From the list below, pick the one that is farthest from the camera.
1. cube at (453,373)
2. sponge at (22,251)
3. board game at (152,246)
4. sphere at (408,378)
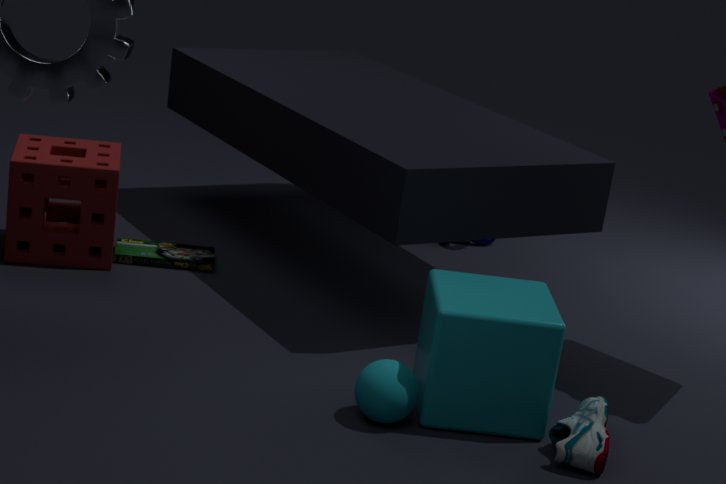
board game at (152,246)
